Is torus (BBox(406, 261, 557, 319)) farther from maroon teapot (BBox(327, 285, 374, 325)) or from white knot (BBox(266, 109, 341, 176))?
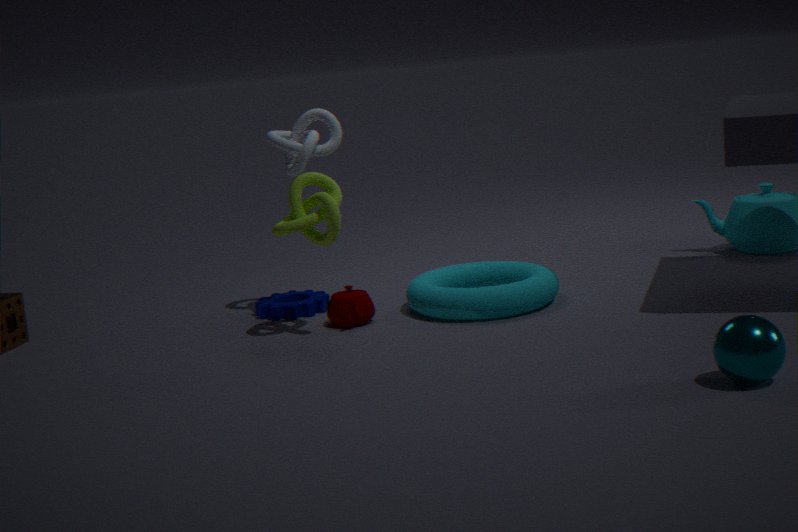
white knot (BBox(266, 109, 341, 176))
